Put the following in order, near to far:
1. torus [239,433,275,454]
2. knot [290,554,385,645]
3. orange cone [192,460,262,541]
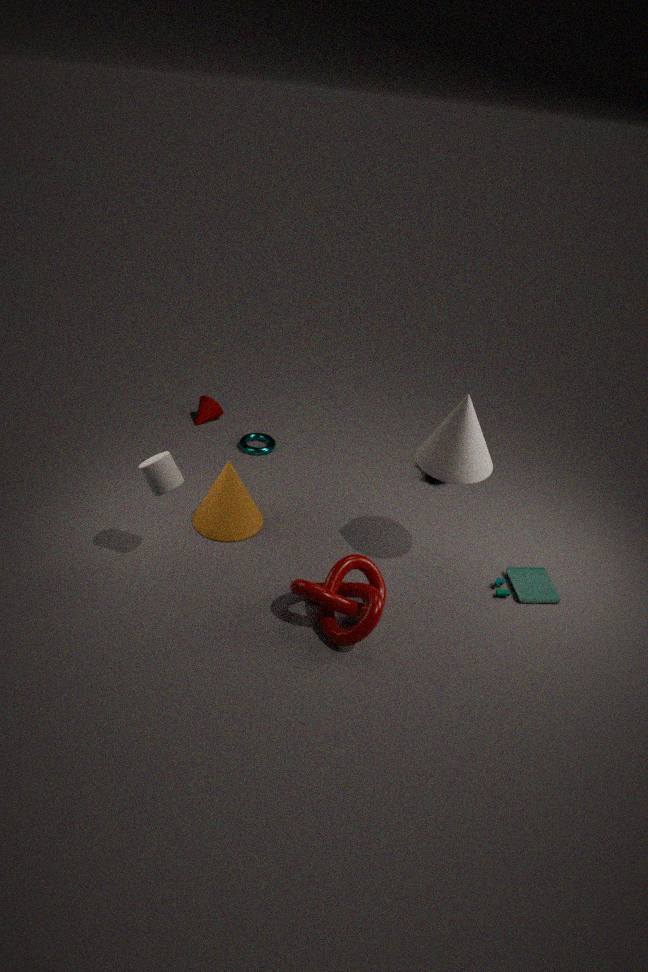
1. knot [290,554,385,645]
2. orange cone [192,460,262,541]
3. torus [239,433,275,454]
